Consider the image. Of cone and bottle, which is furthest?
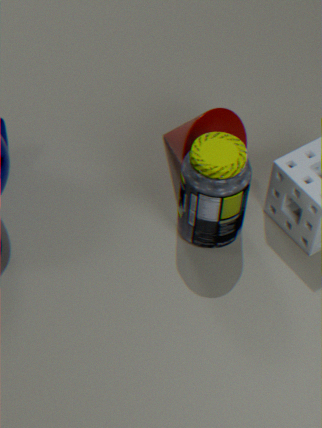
cone
